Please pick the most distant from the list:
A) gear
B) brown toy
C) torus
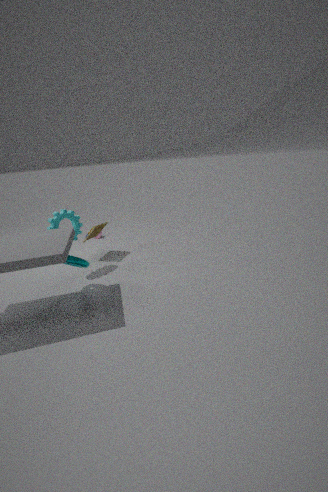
brown toy
